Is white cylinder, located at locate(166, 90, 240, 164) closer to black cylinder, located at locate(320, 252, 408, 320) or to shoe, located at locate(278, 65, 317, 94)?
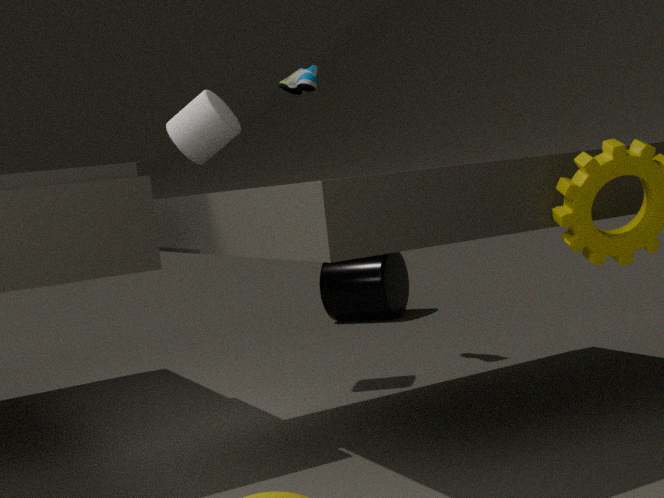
shoe, located at locate(278, 65, 317, 94)
